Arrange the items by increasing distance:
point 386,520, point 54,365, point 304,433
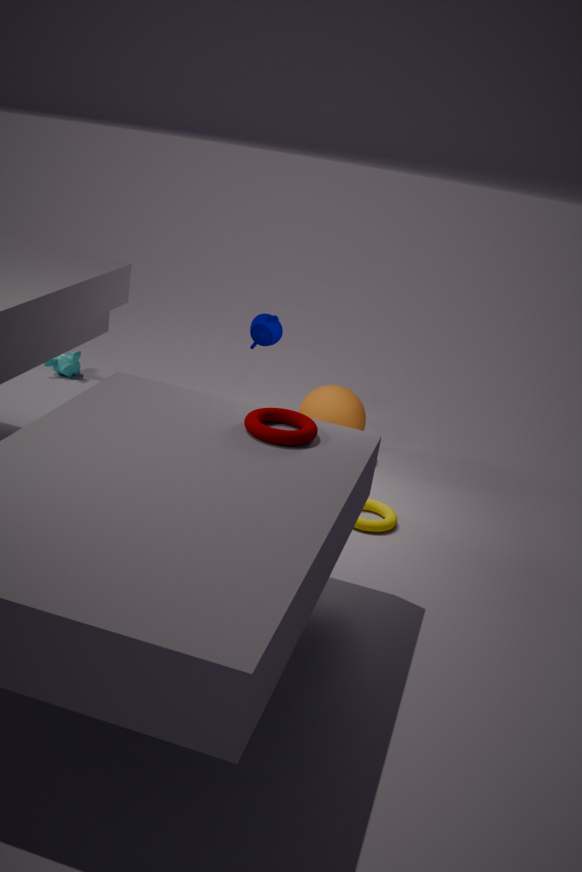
point 304,433 → point 386,520 → point 54,365
